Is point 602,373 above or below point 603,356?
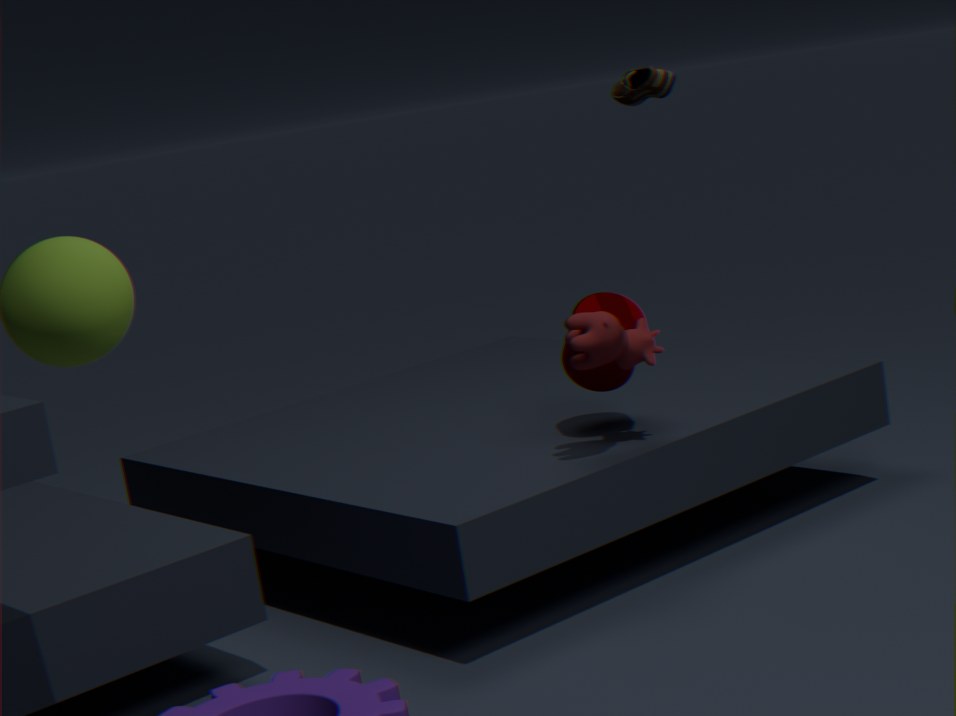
below
